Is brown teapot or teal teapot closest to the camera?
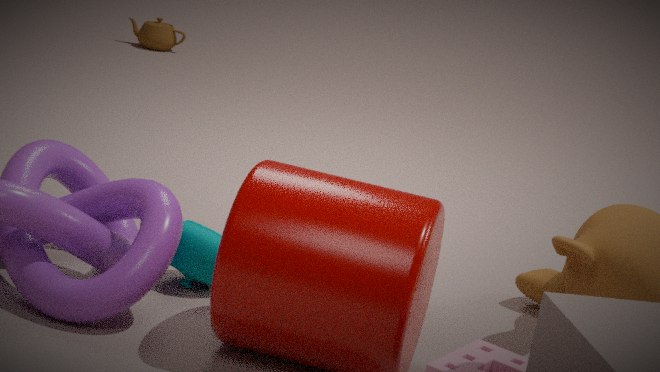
teal teapot
